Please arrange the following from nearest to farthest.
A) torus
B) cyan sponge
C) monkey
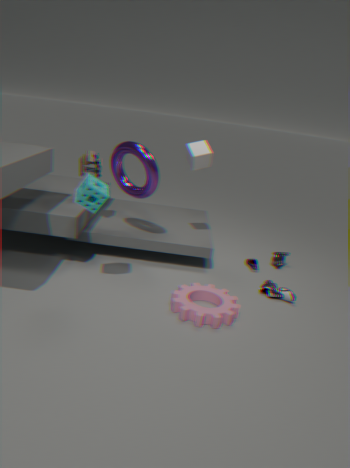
cyan sponge, torus, monkey
